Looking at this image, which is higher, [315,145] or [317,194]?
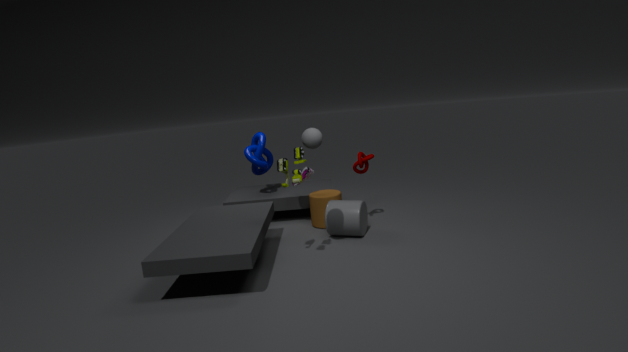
[315,145]
